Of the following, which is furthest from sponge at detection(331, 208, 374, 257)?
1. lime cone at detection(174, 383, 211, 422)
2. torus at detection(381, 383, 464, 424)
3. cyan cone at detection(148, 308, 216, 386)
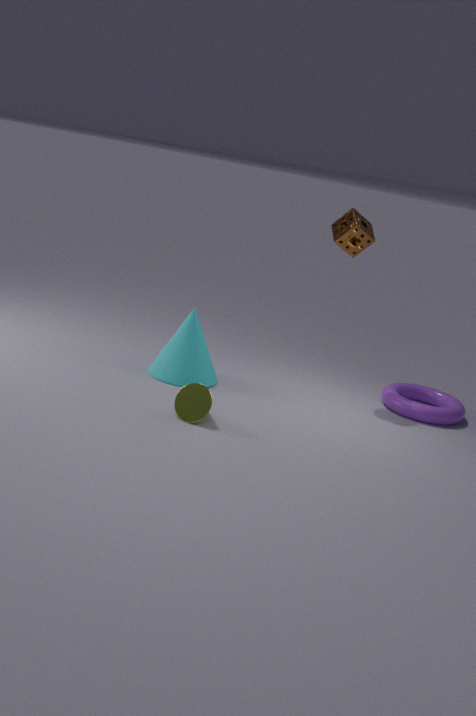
lime cone at detection(174, 383, 211, 422)
